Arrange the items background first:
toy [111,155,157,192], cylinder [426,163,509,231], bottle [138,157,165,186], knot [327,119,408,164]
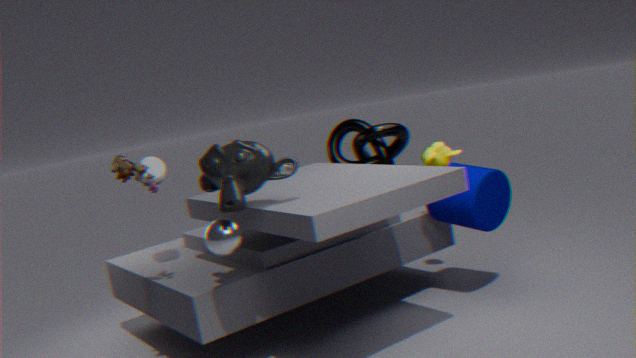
knot [327,119,408,164]
cylinder [426,163,509,231]
bottle [138,157,165,186]
toy [111,155,157,192]
